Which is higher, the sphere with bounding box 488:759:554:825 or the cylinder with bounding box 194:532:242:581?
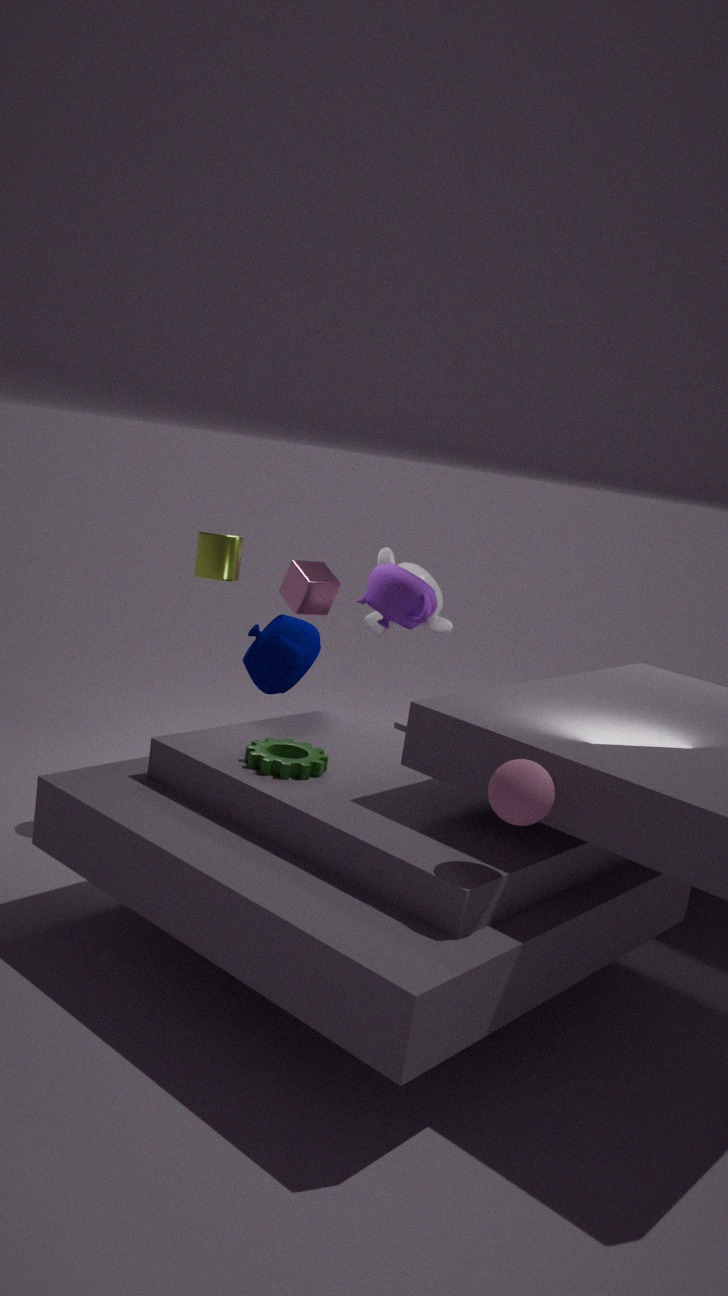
the cylinder with bounding box 194:532:242:581
